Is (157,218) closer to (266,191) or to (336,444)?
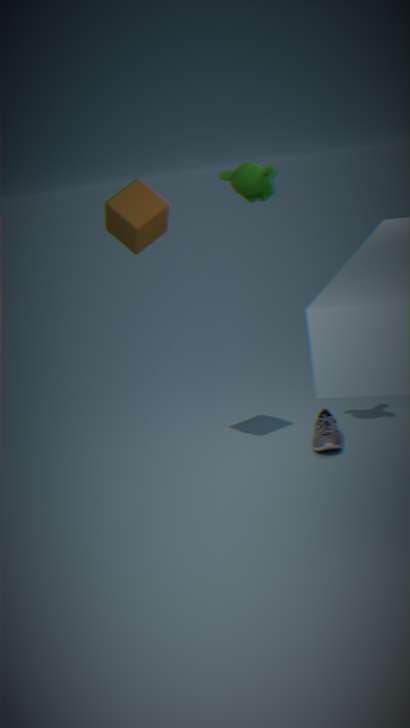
(266,191)
